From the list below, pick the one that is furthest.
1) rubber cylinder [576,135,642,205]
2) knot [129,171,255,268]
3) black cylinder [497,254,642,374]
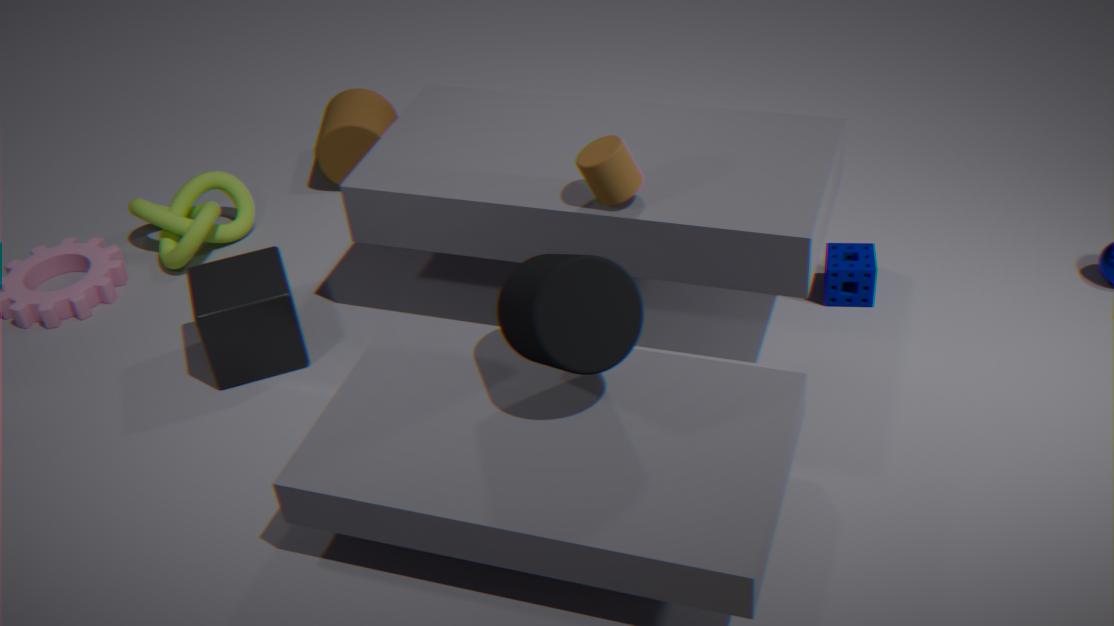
2. knot [129,171,255,268]
